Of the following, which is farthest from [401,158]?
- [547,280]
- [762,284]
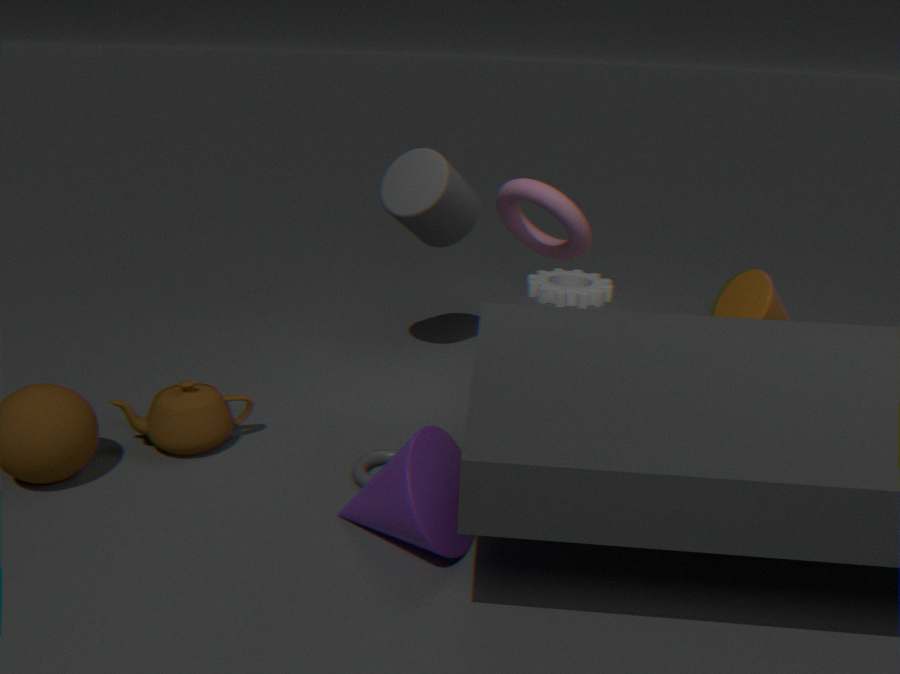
[762,284]
